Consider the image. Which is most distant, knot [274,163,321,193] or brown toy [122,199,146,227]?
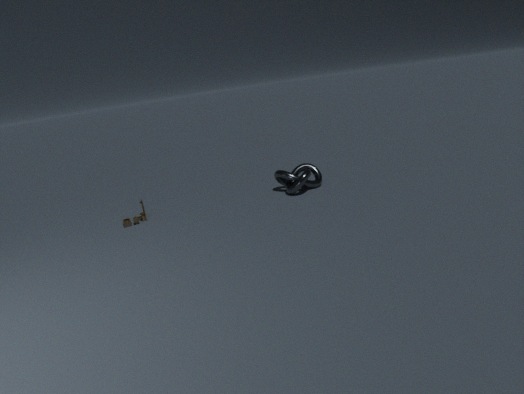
knot [274,163,321,193]
